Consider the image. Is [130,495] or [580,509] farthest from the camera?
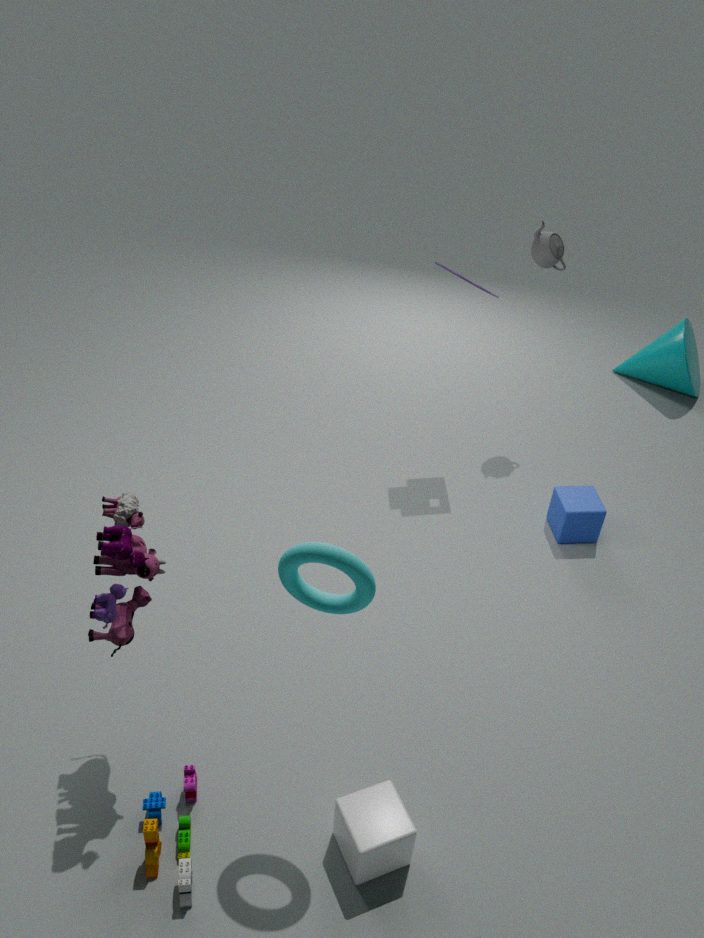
[580,509]
